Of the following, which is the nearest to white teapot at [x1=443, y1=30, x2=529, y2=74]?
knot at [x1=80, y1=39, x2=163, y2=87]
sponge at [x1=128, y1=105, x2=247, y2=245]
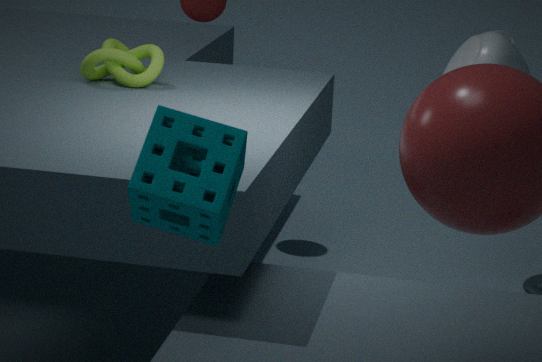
knot at [x1=80, y1=39, x2=163, y2=87]
